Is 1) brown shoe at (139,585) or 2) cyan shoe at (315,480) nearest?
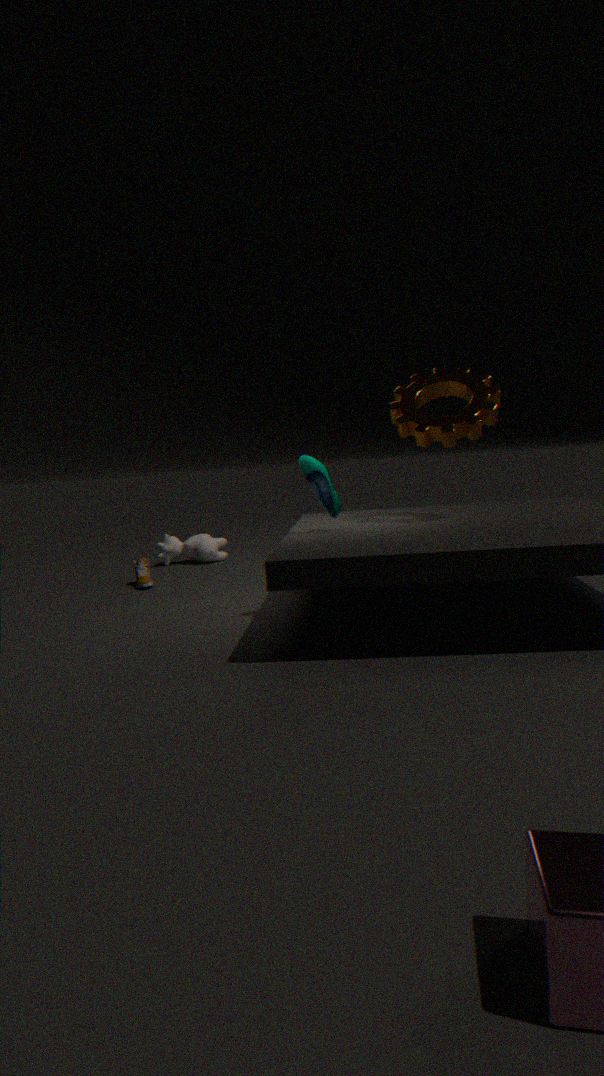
2. cyan shoe at (315,480)
